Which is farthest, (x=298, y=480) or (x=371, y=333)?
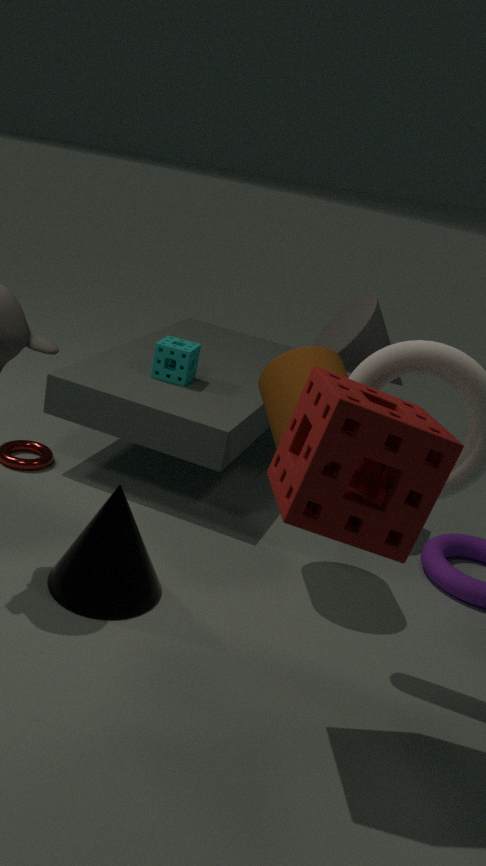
(x=371, y=333)
